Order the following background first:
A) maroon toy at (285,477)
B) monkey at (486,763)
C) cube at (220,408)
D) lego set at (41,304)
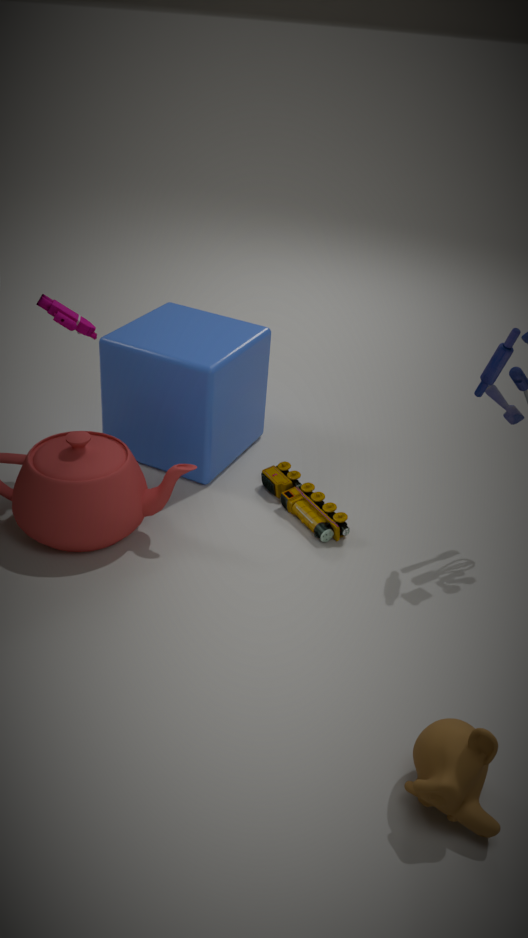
1. cube at (220,408)
2. maroon toy at (285,477)
3. lego set at (41,304)
4. monkey at (486,763)
